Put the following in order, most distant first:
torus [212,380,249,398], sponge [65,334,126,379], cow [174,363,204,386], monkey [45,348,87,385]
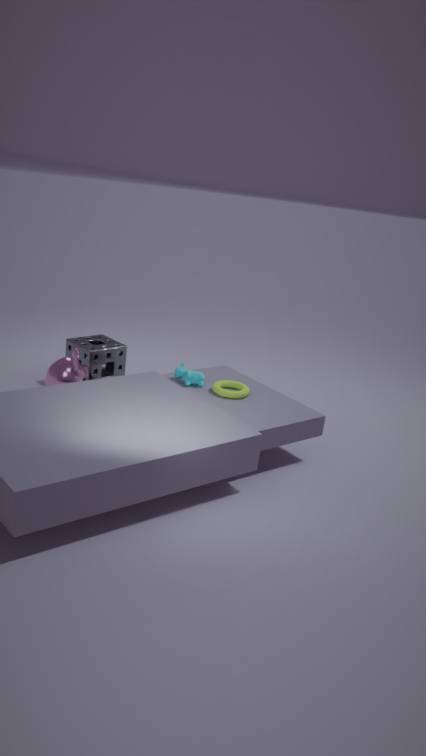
sponge [65,334,126,379] < monkey [45,348,87,385] < cow [174,363,204,386] < torus [212,380,249,398]
